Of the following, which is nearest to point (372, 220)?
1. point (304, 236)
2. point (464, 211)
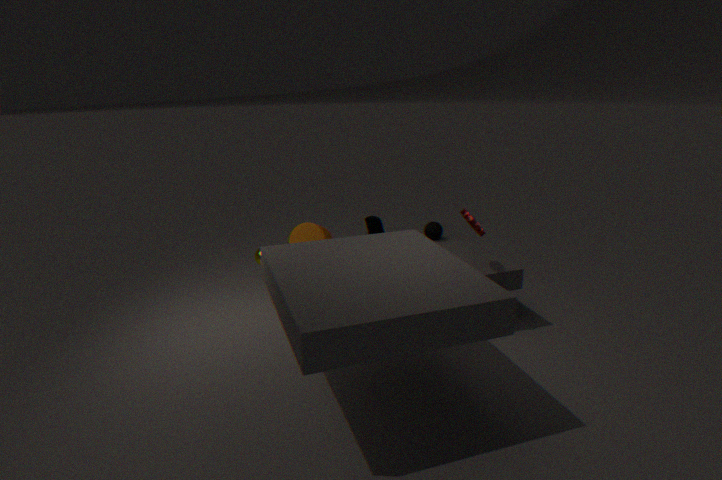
point (304, 236)
